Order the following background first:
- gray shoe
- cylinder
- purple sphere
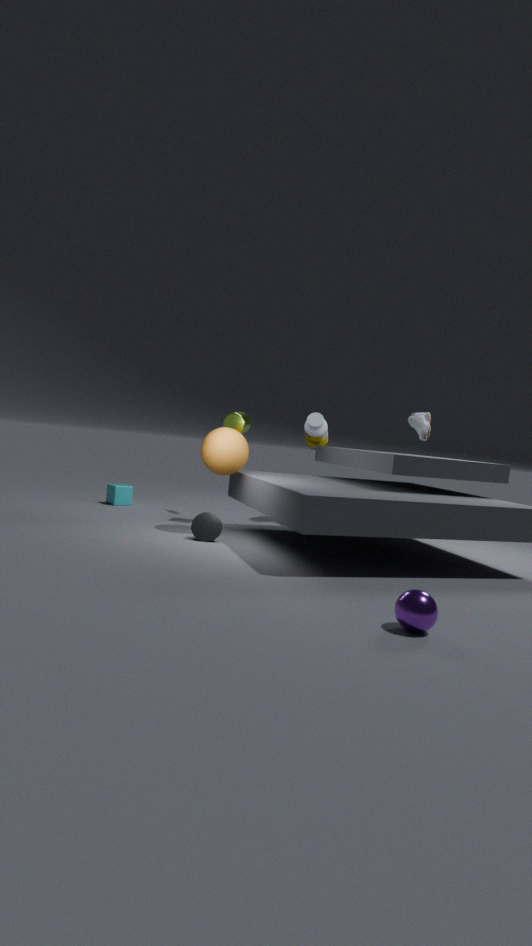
cylinder, gray shoe, purple sphere
